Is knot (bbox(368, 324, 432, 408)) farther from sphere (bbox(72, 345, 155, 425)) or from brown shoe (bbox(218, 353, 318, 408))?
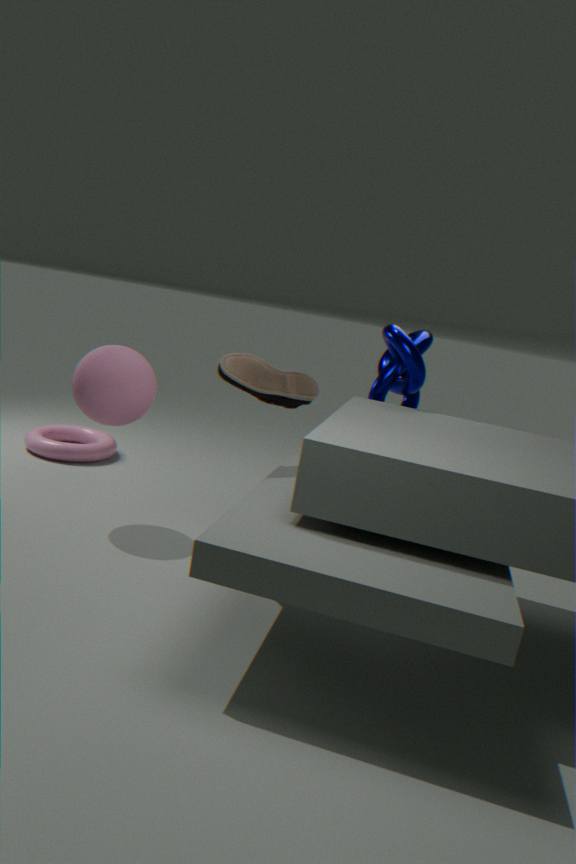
sphere (bbox(72, 345, 155, 425))
